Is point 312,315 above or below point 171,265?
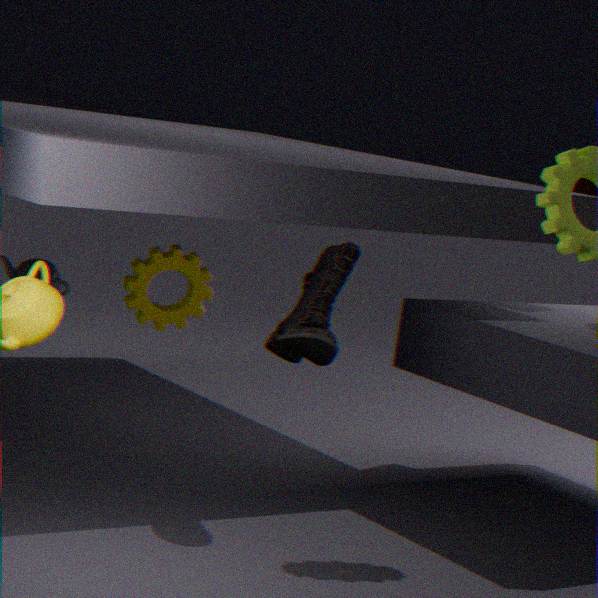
above
